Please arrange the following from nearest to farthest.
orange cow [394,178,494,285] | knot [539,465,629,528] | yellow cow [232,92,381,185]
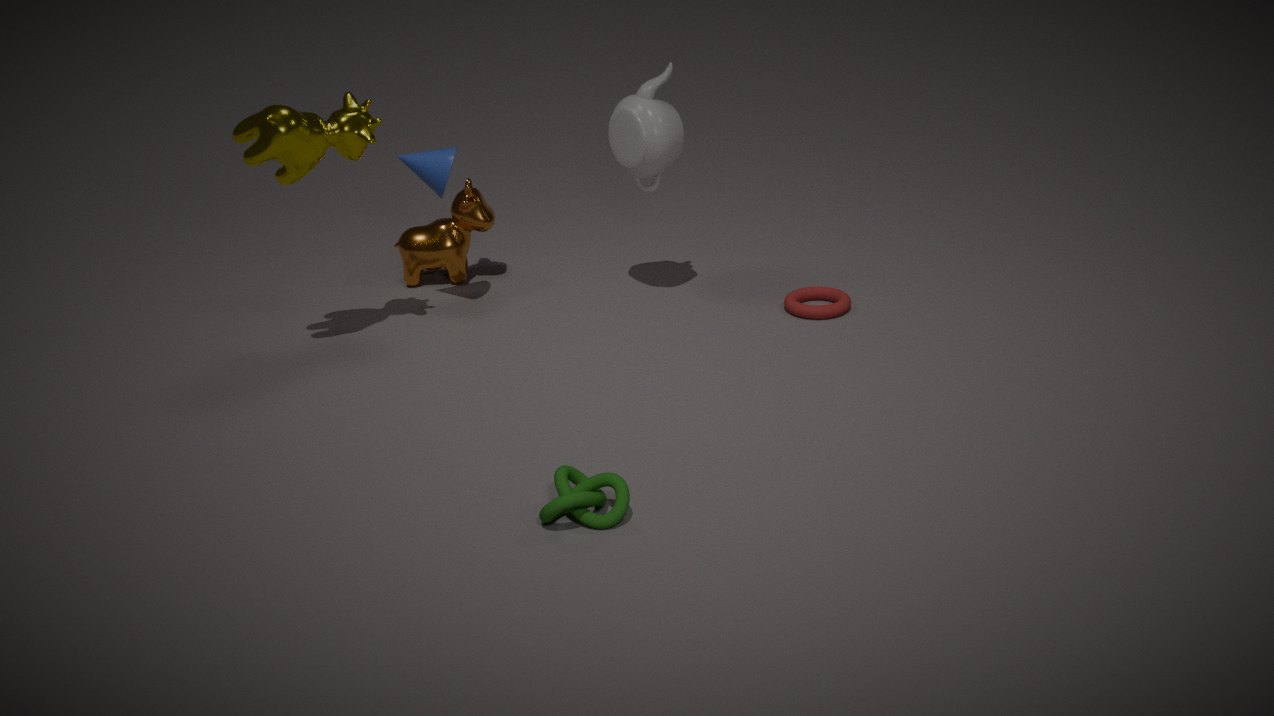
knot [539,465,629,528] < yellow cow [232,92,381,185] < orange cow [394,178,494,285]
